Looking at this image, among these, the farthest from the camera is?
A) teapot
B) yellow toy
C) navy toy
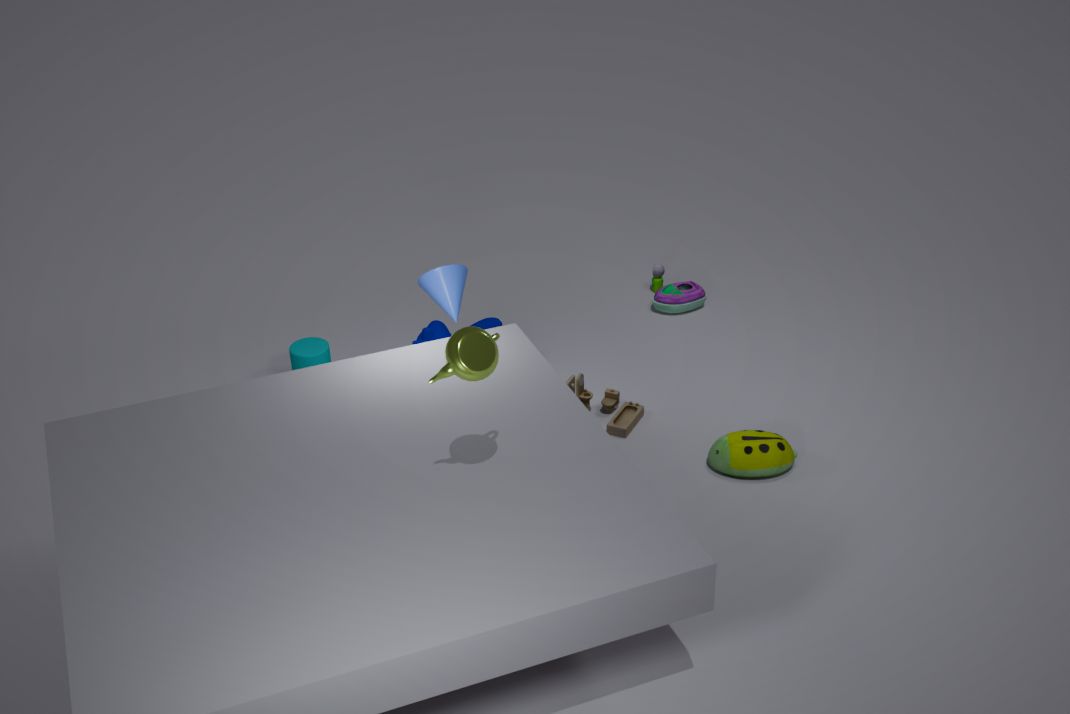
navy toy
